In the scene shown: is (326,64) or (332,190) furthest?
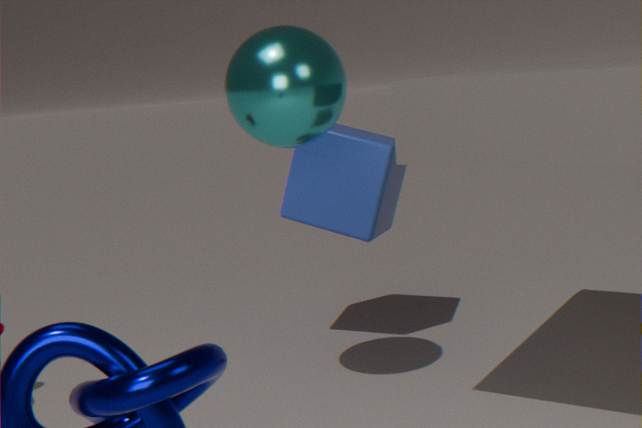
(332,190)
